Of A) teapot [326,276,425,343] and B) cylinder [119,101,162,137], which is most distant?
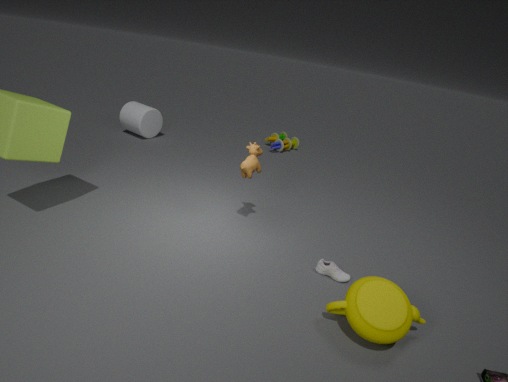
B. cylinder [119,101,162,137]
